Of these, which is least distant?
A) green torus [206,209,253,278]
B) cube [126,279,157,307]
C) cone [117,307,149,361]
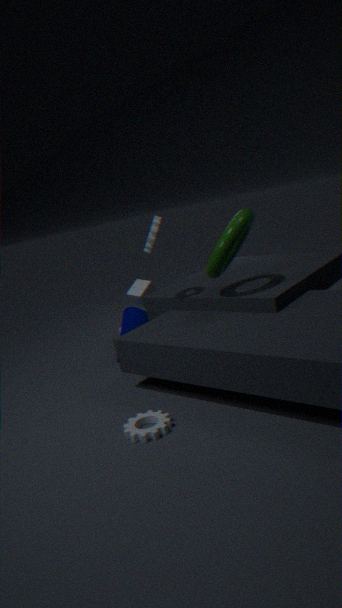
green torus [206,209,253,278]
